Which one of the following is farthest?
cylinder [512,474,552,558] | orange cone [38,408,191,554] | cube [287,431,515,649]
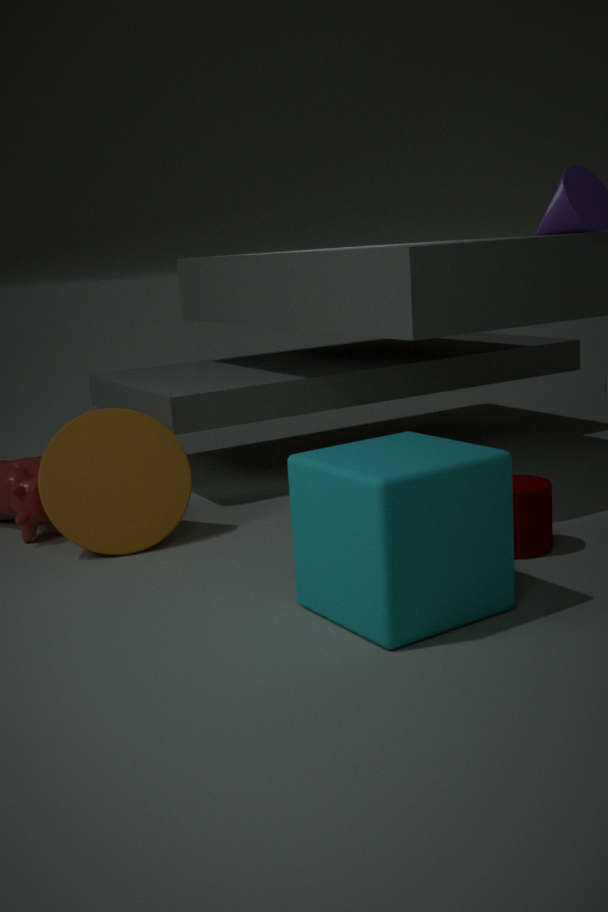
orange cone [38,408,191,554]
